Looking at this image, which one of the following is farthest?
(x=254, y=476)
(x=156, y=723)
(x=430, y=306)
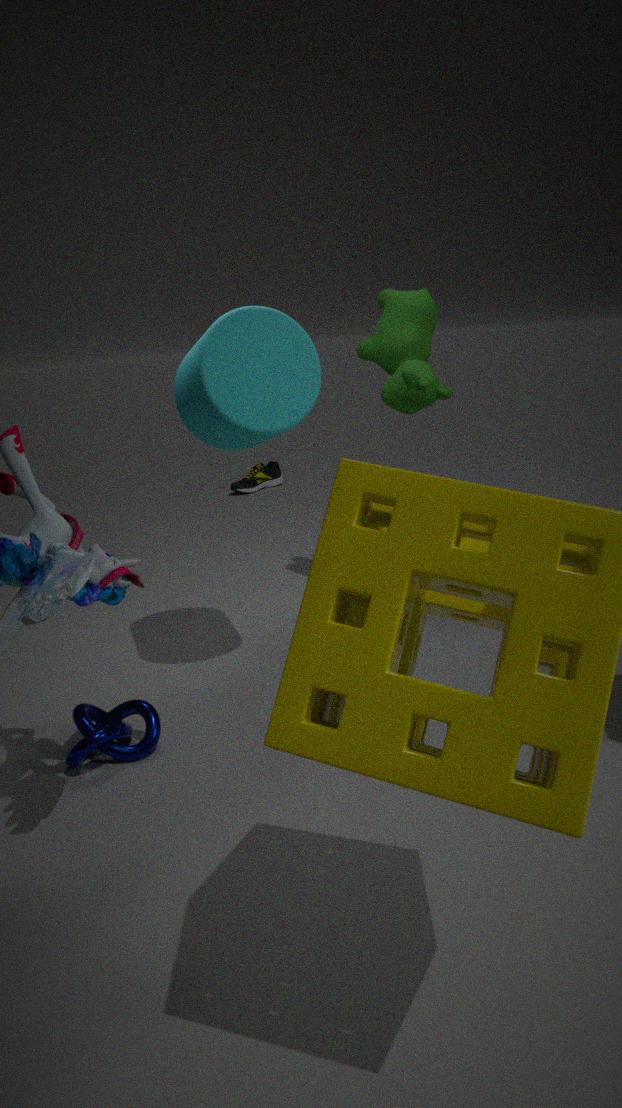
(x=254, y=476)
